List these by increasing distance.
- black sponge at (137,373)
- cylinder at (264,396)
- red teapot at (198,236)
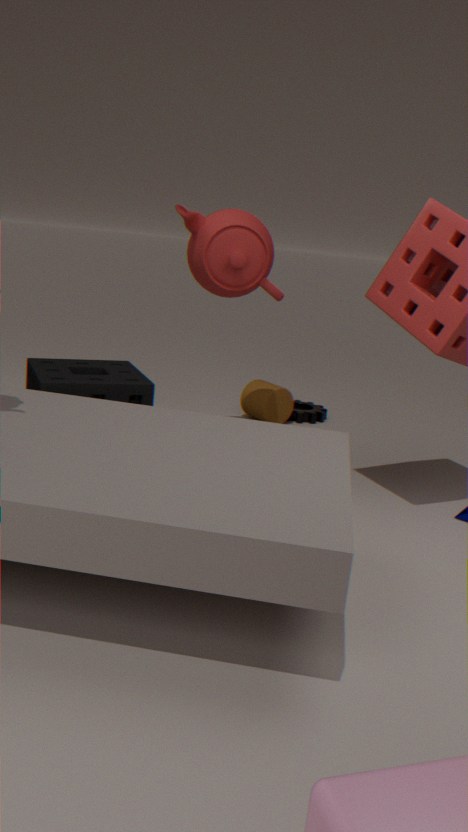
black sponge at (137,373) → red teapot at (198,236) → cylinder at (264,396)
